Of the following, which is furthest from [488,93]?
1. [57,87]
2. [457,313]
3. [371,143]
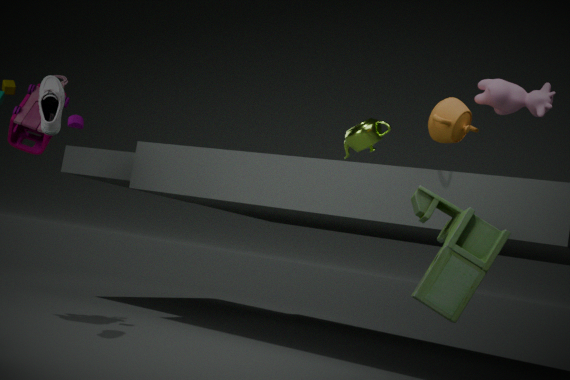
[57,87]
